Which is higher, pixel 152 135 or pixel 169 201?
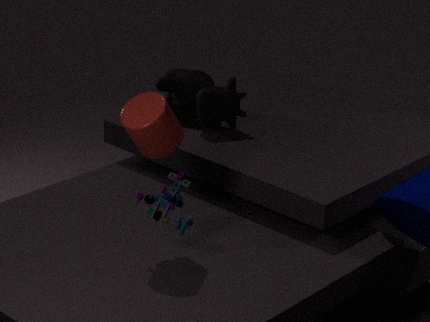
pixel 152 135
